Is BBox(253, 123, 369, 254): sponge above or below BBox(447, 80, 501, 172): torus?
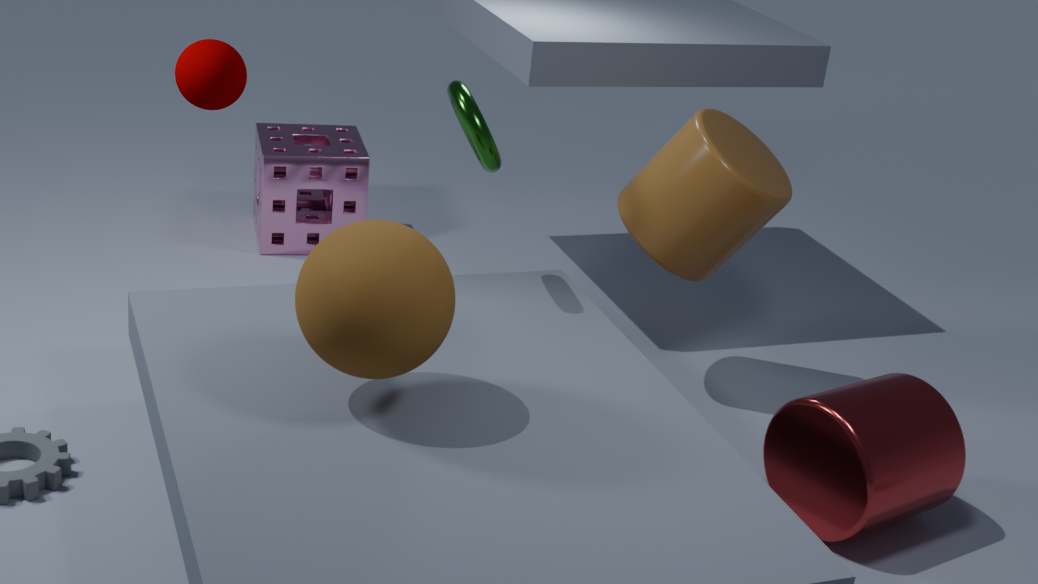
below
